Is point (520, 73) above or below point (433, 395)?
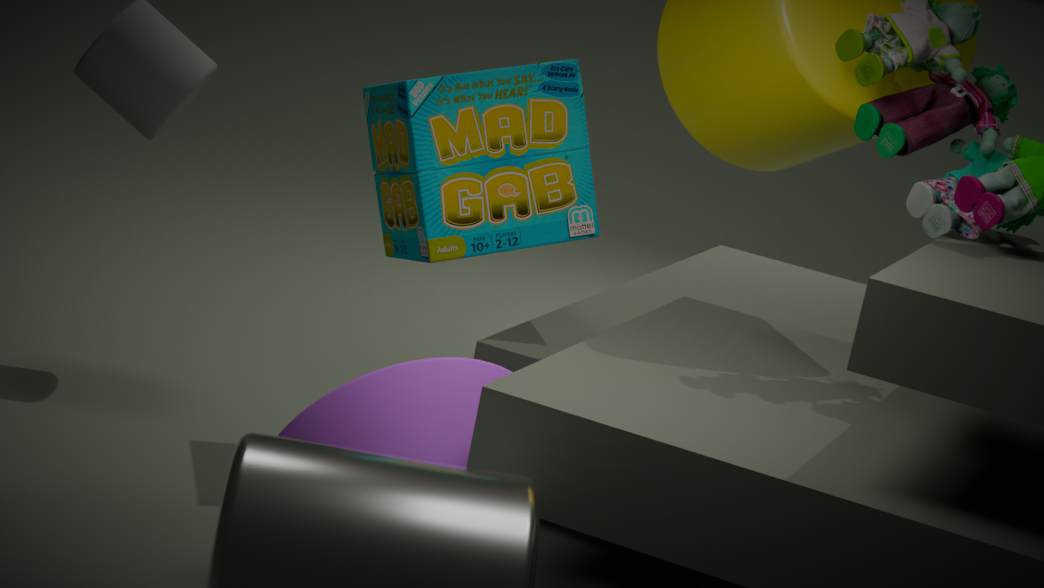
above
